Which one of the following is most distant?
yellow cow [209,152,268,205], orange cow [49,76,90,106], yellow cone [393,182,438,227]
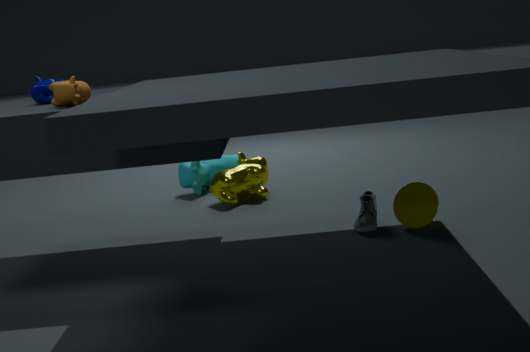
yellow cow [209,152,268,205]
